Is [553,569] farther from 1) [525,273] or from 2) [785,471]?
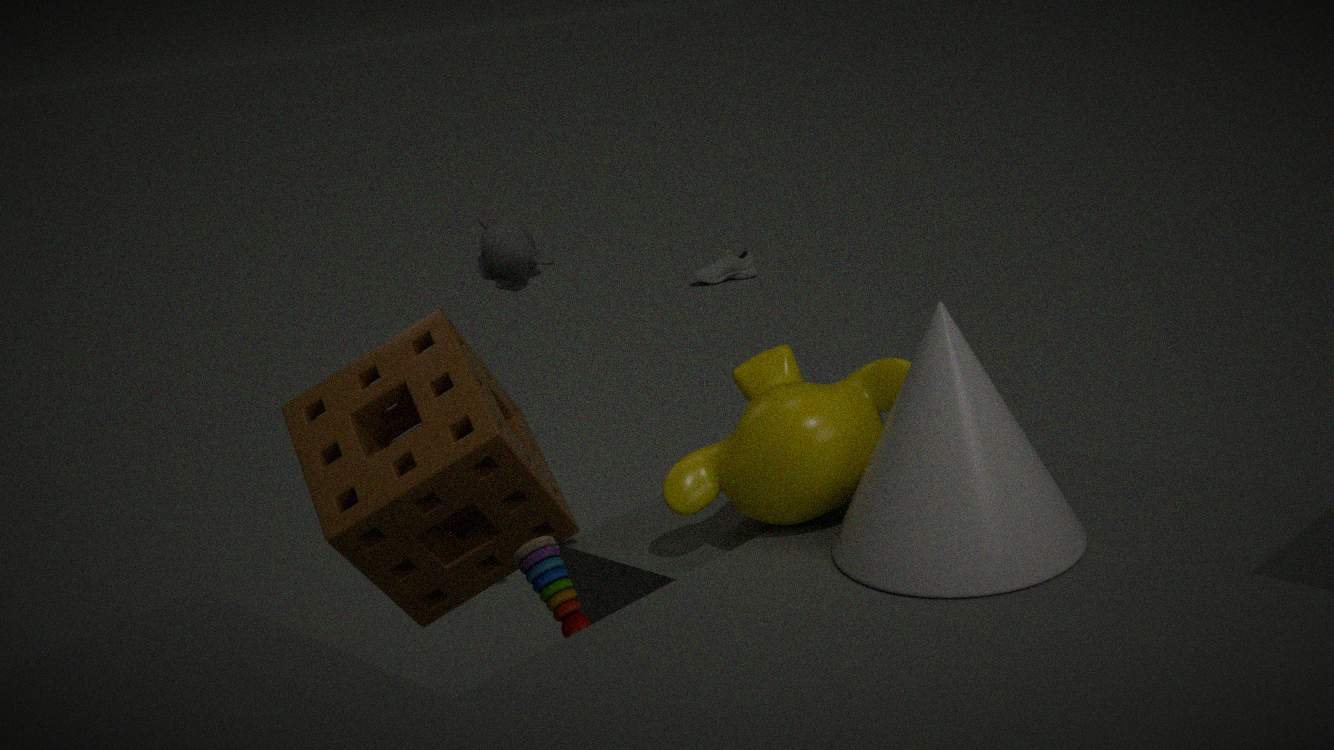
1) [525,273]
